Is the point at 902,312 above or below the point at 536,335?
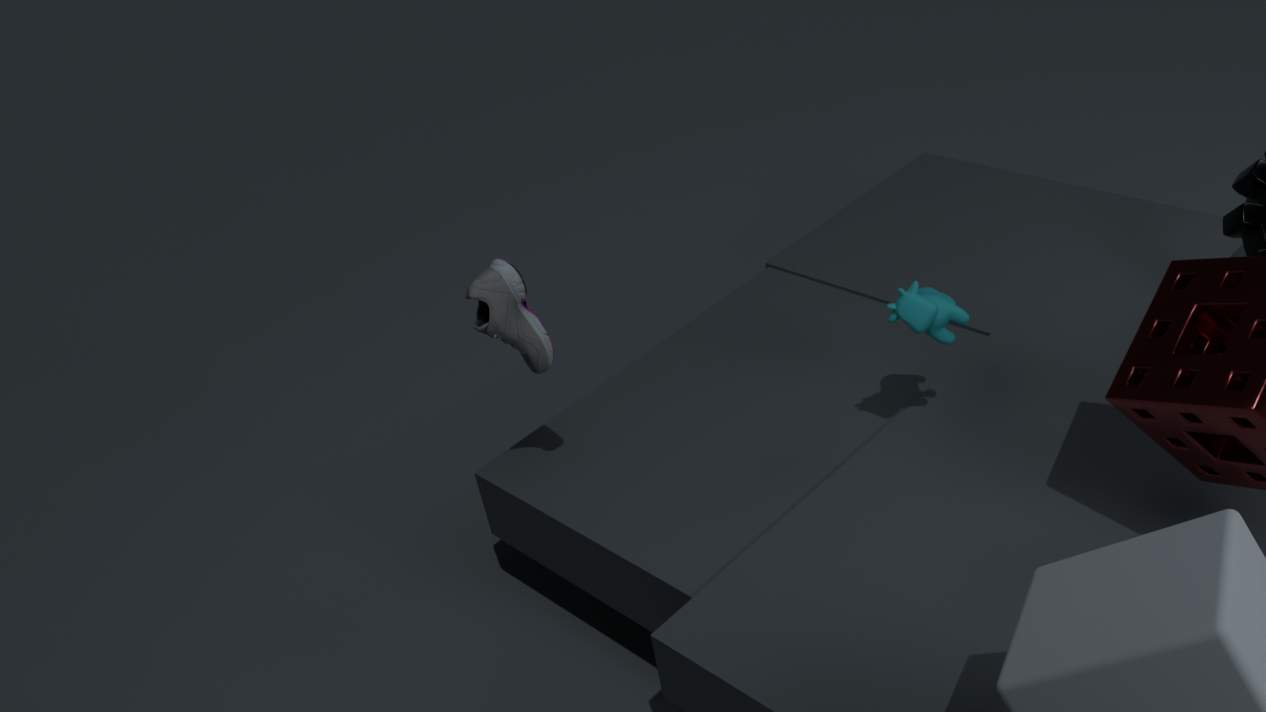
below
